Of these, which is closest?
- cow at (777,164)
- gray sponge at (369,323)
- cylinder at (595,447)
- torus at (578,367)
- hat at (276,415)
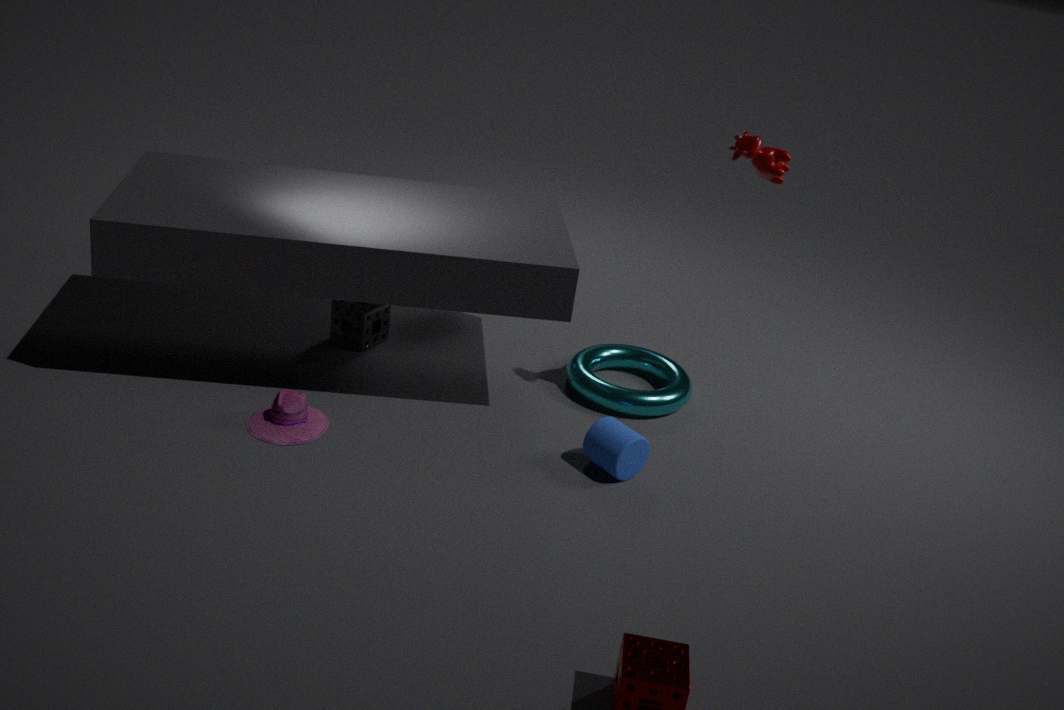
hat at (276,415)
